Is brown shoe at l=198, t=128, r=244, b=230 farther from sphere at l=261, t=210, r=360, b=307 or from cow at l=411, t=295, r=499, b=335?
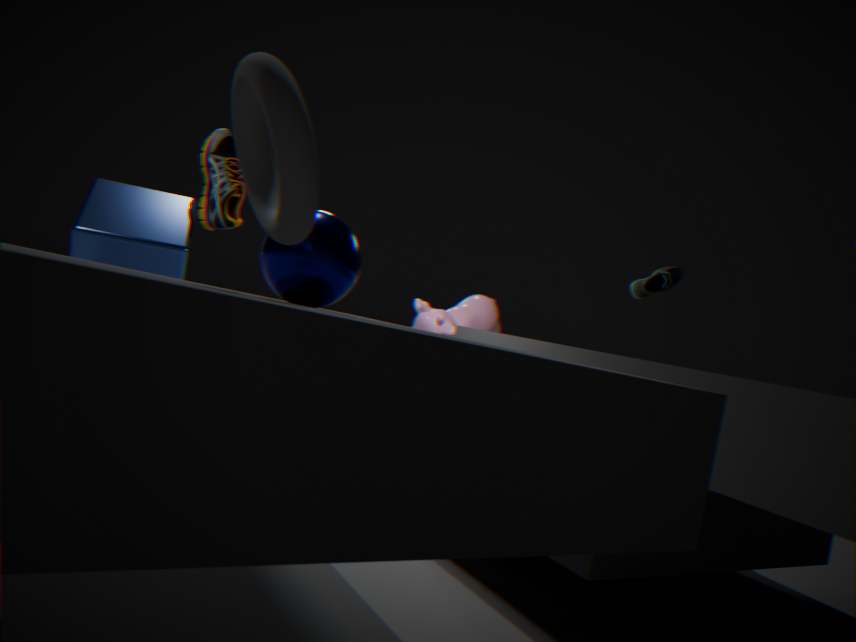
sphere at l=261, t=210, r=360, b=307
